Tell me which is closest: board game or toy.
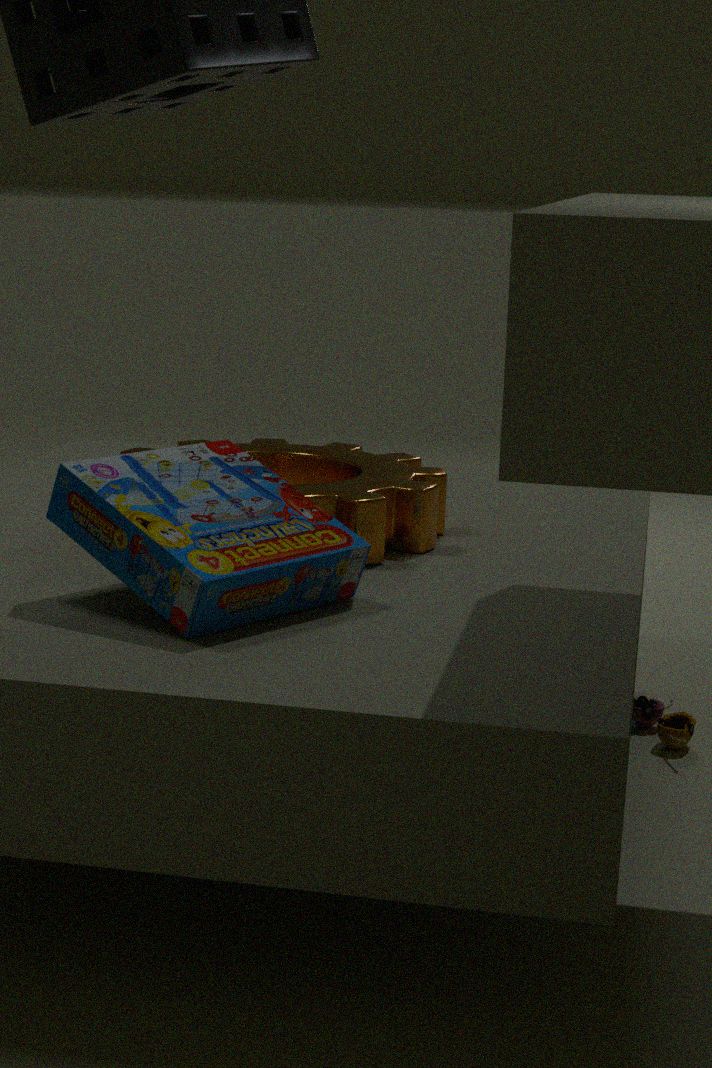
board game
